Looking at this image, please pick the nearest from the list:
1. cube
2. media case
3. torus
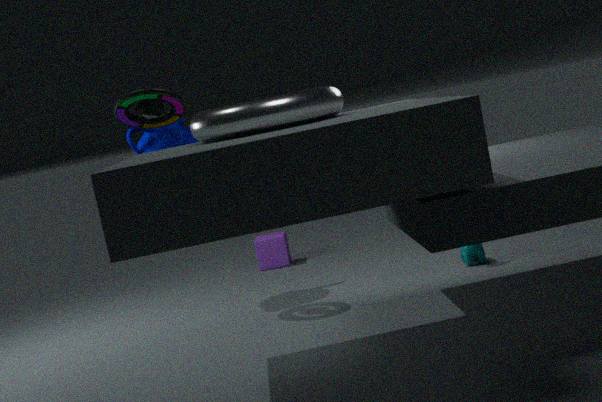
torus
